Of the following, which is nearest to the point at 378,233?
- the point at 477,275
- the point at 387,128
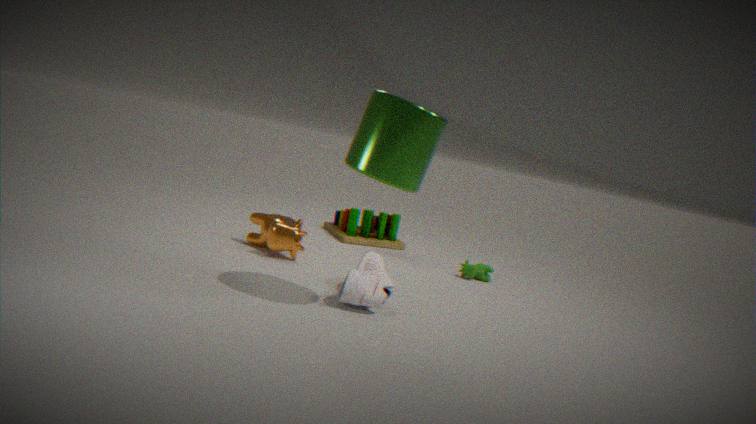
the point at 477,275
